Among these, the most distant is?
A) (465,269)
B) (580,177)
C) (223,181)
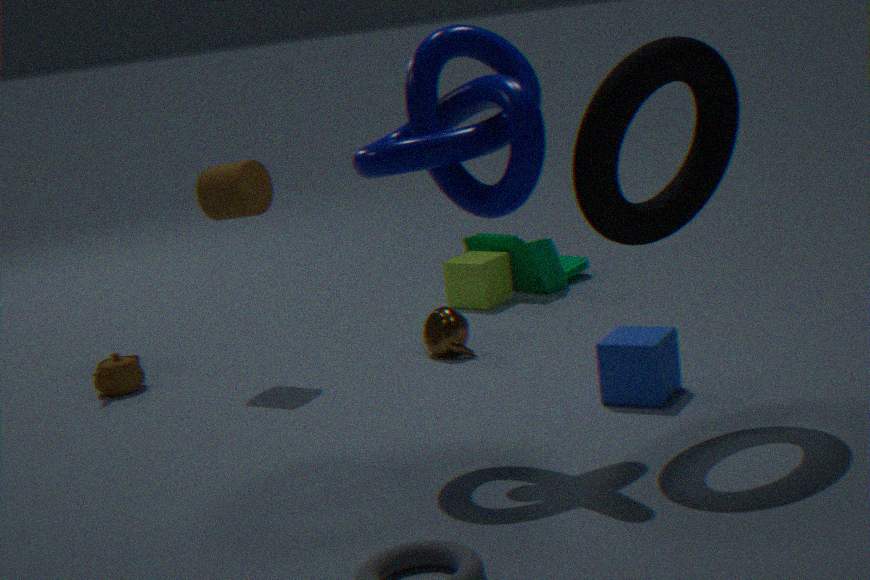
A. (465,269)
